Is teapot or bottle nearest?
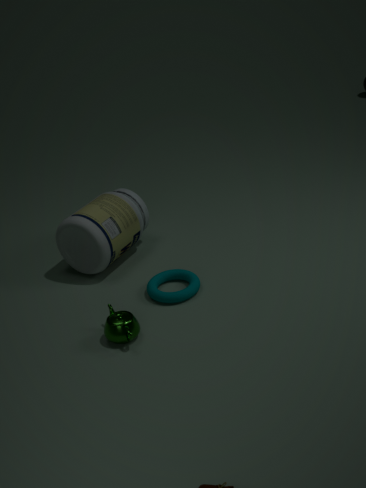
teapot
